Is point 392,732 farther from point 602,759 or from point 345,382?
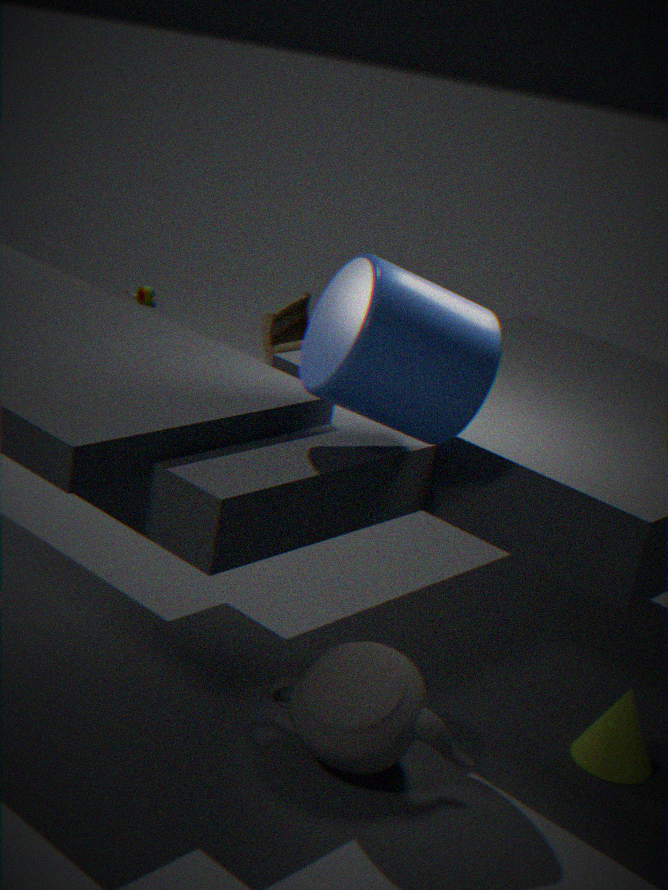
point 345,382
